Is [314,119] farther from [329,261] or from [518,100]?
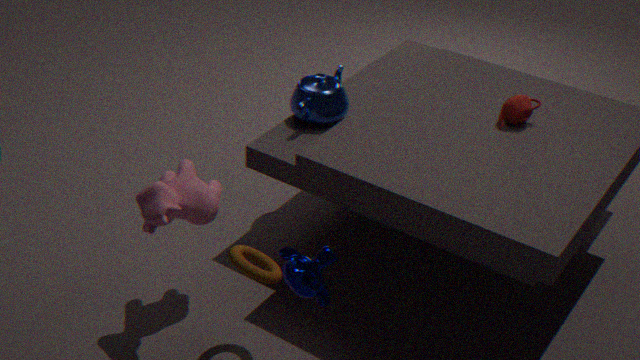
[329,261]
